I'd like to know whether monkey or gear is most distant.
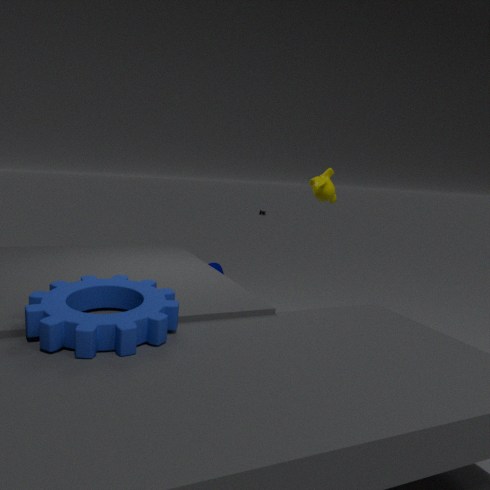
monkey
